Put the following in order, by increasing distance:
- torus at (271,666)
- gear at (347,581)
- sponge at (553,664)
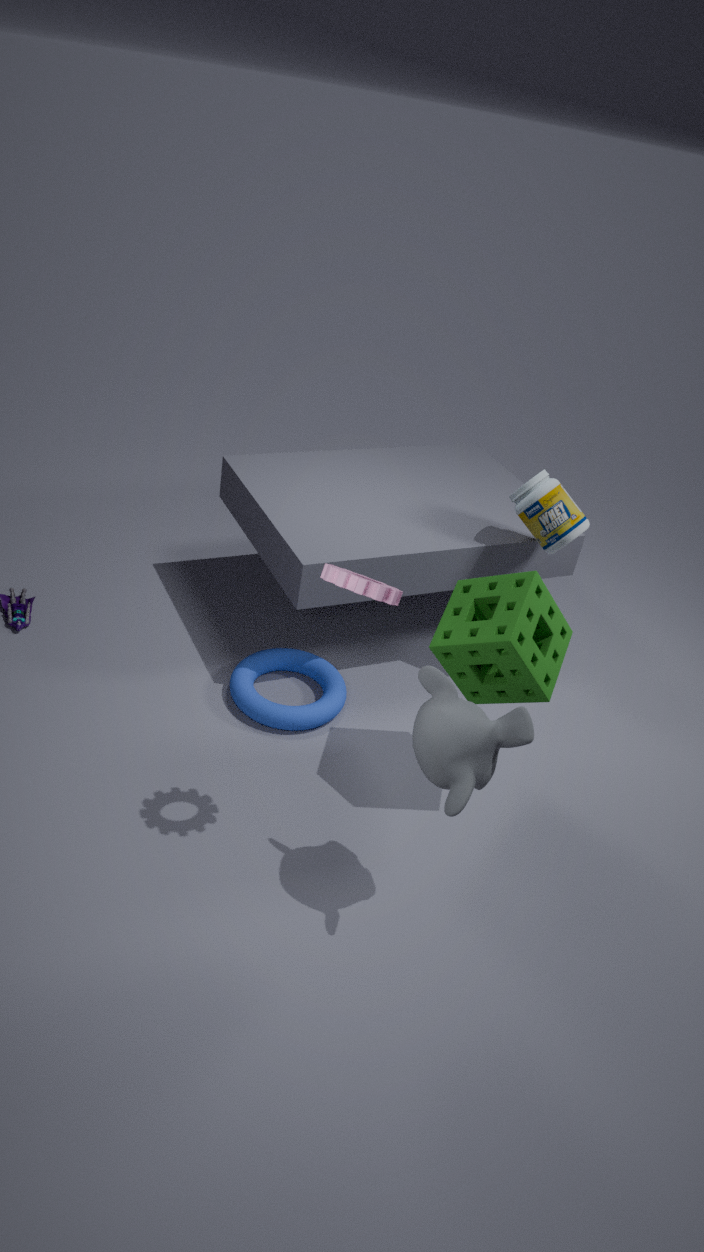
1. gear at (347,581)
2. sponge at (553,664)
3. torus at (271,666)
